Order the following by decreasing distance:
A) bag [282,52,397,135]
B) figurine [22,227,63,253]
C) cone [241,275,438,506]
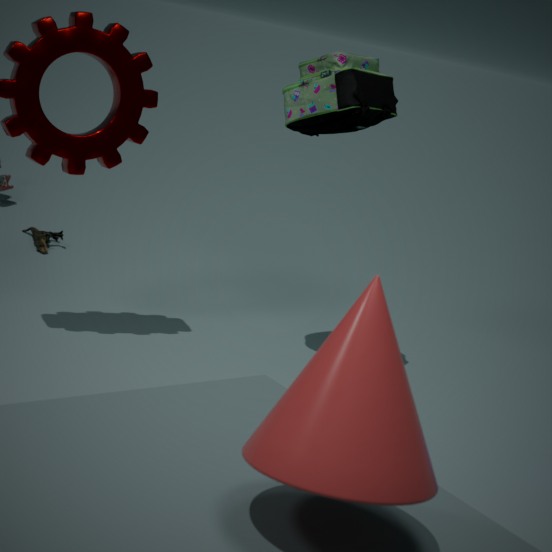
figurine [22,227,63,253] < bag [282,52,397,135] < cone [241,275,438,506]
